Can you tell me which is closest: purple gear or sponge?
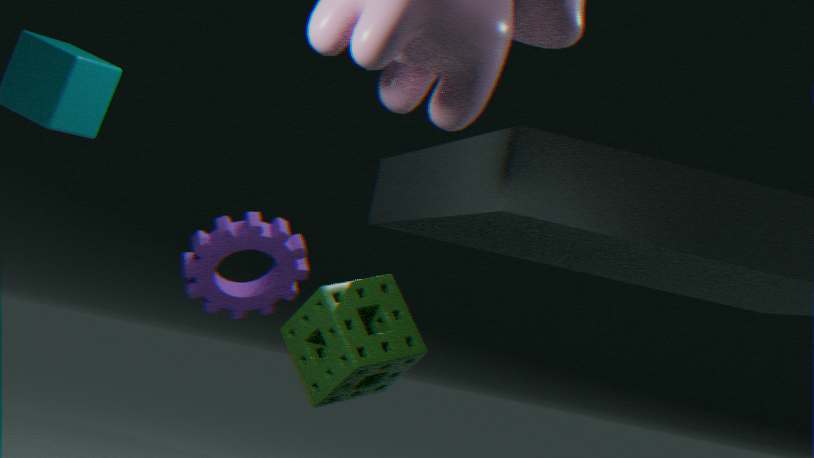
sponge
